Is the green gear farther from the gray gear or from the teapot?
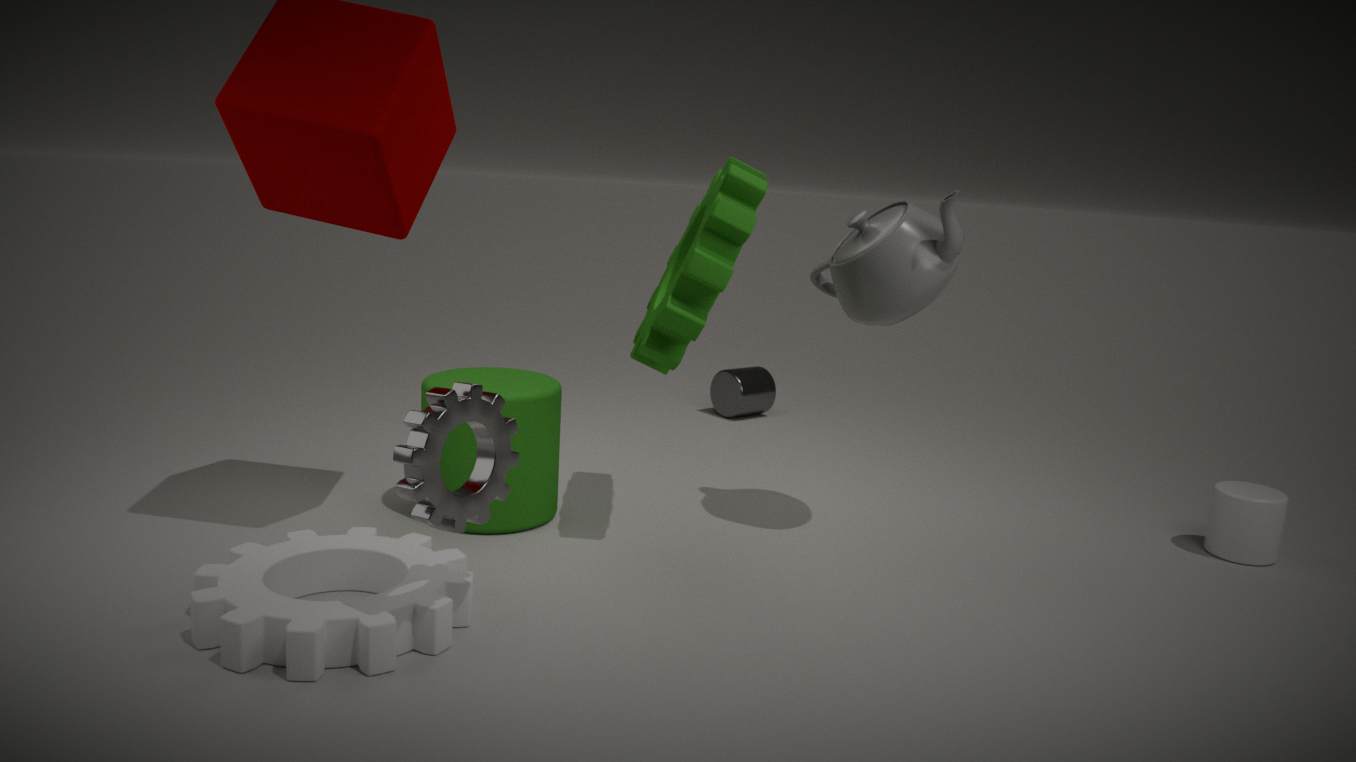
the gray gear
